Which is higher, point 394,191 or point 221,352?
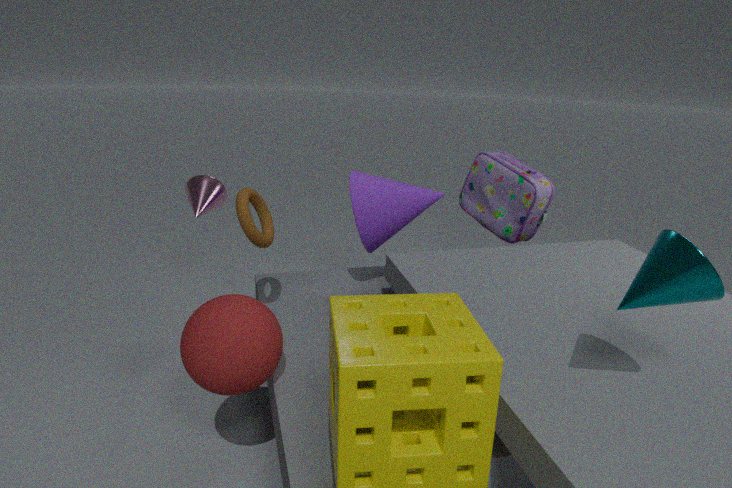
point 394,191
